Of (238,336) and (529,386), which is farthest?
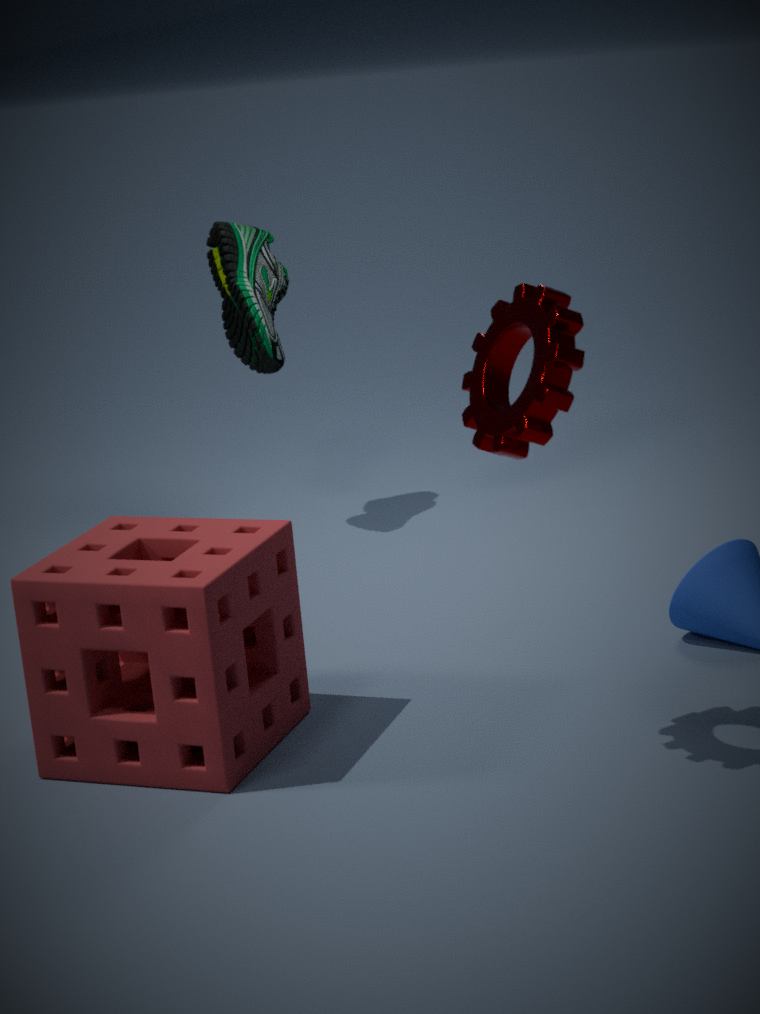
(238,336)
